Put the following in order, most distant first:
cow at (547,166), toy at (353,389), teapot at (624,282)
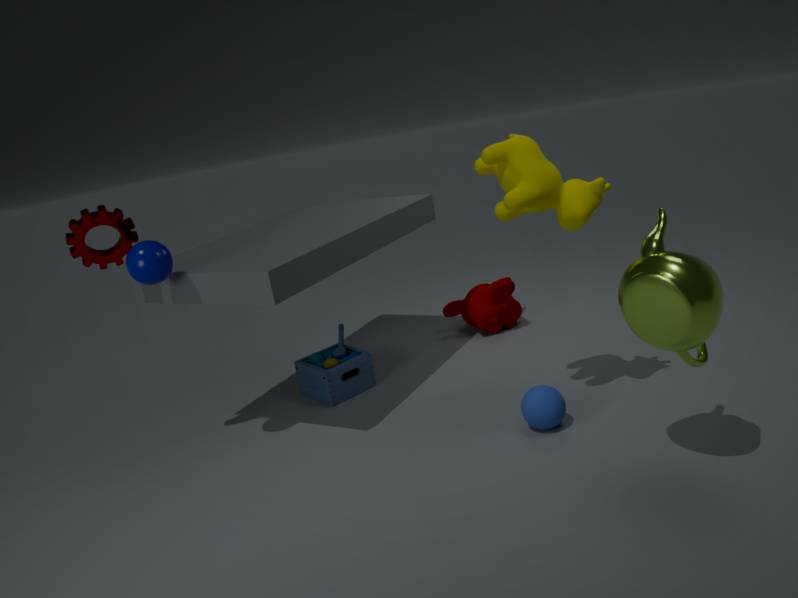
toy at (353,389) → cow at (547,166) → teapot at (624,282)
